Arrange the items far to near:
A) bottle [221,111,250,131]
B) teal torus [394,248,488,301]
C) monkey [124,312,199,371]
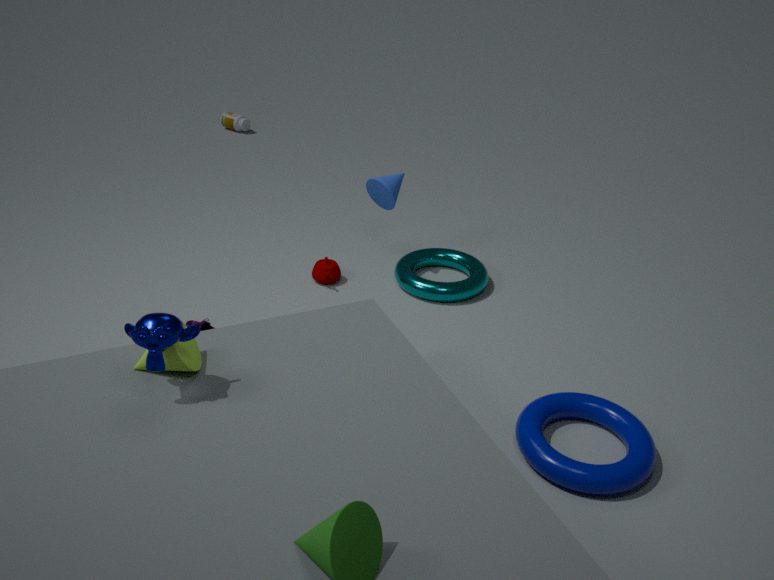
bottle [221,111,250,131] < teal torus [394,248,488,301] < monkey [124,312,199,371]
